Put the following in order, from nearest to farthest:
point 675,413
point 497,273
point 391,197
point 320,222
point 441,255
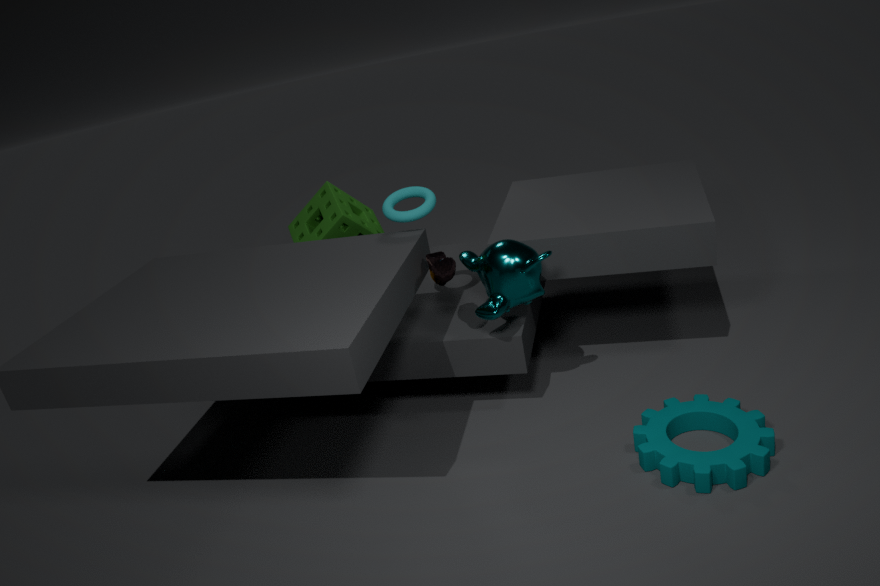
point 675,413
point 497,273
point 441,255
point 391,197
point 320,222
